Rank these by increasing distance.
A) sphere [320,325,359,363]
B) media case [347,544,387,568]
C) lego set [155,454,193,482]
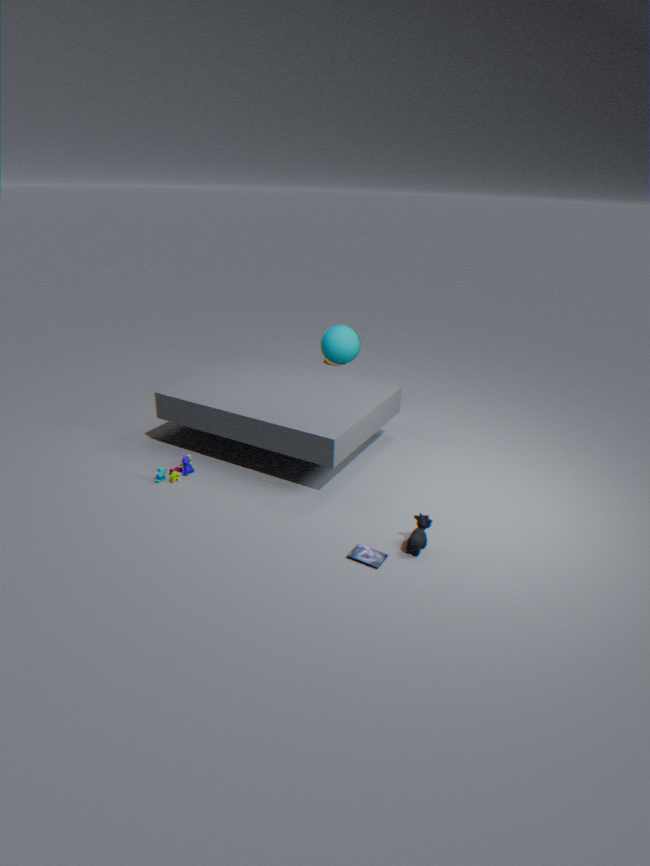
media case [347,544,387,568] < lego set [155,454,193,482] < sphere [320,325,359,363]
